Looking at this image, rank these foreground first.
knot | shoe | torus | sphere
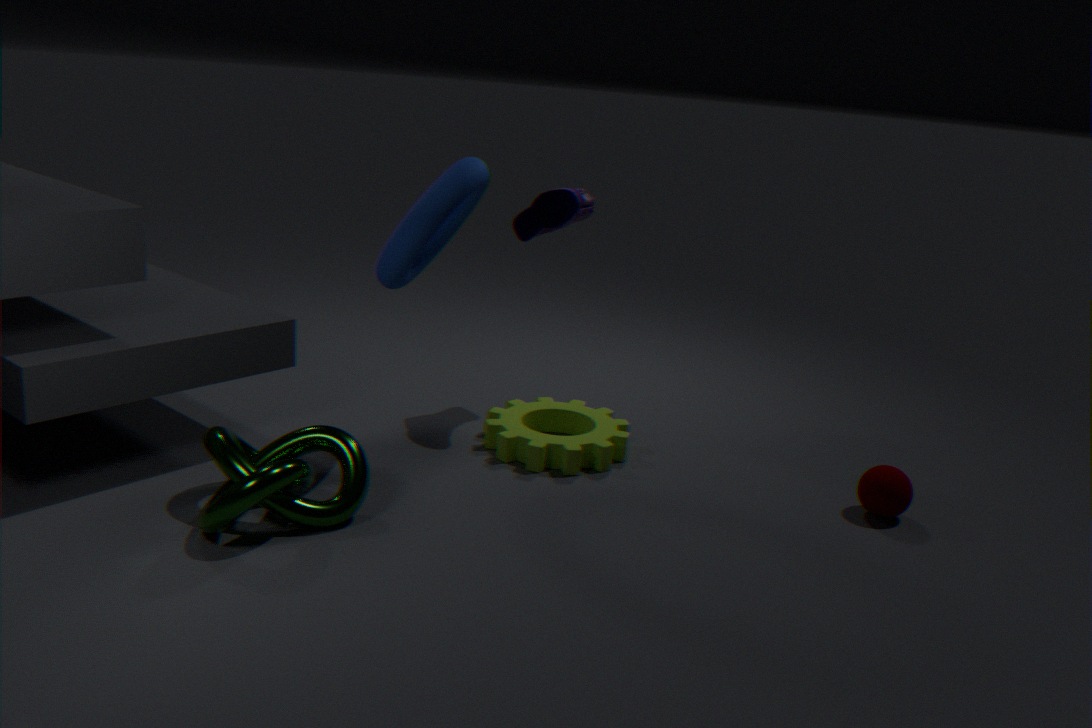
knot, torus, sphere, shoe
